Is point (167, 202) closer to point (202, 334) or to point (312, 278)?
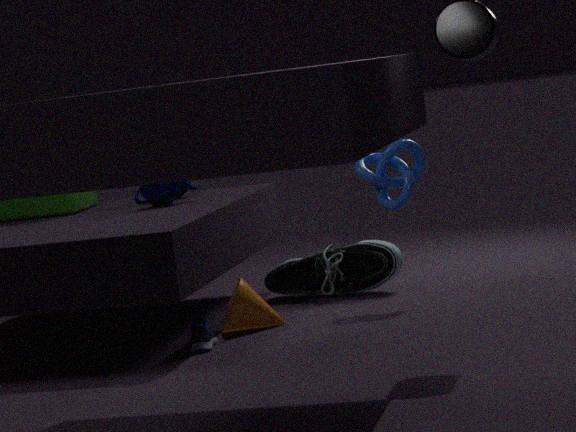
point (312, 278)
